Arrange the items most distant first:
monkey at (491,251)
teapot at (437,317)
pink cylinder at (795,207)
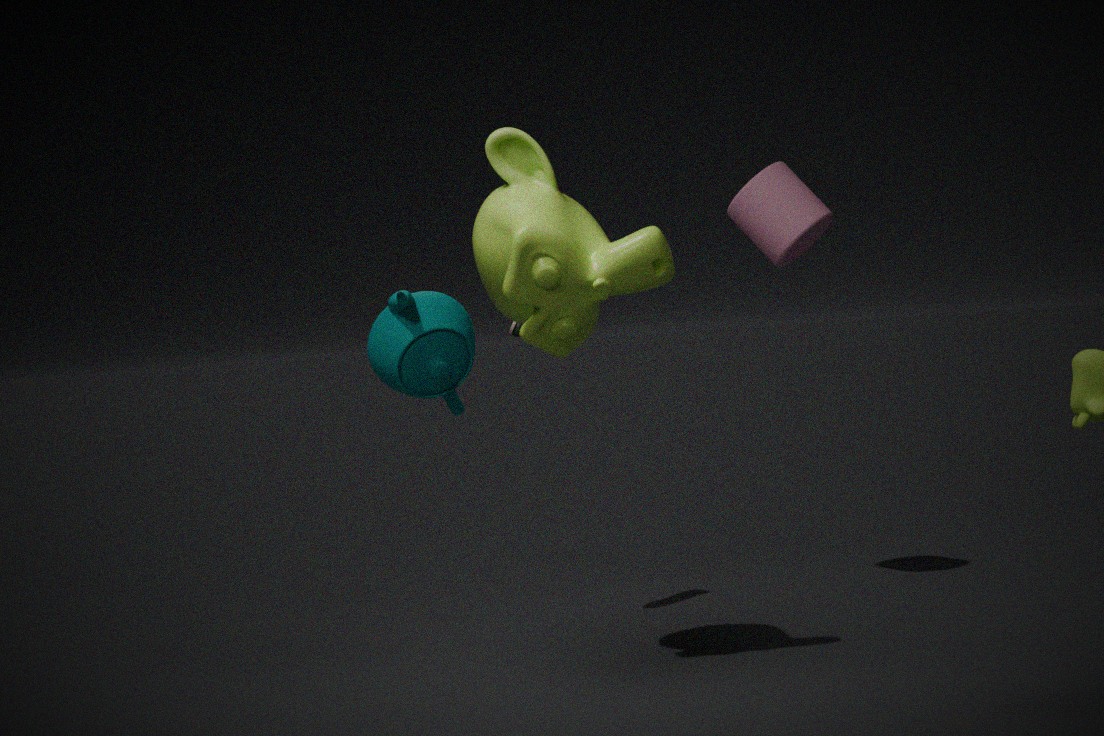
pink cylinder at (795,207) < monkey at (491,251) < teapot at (437,317)
